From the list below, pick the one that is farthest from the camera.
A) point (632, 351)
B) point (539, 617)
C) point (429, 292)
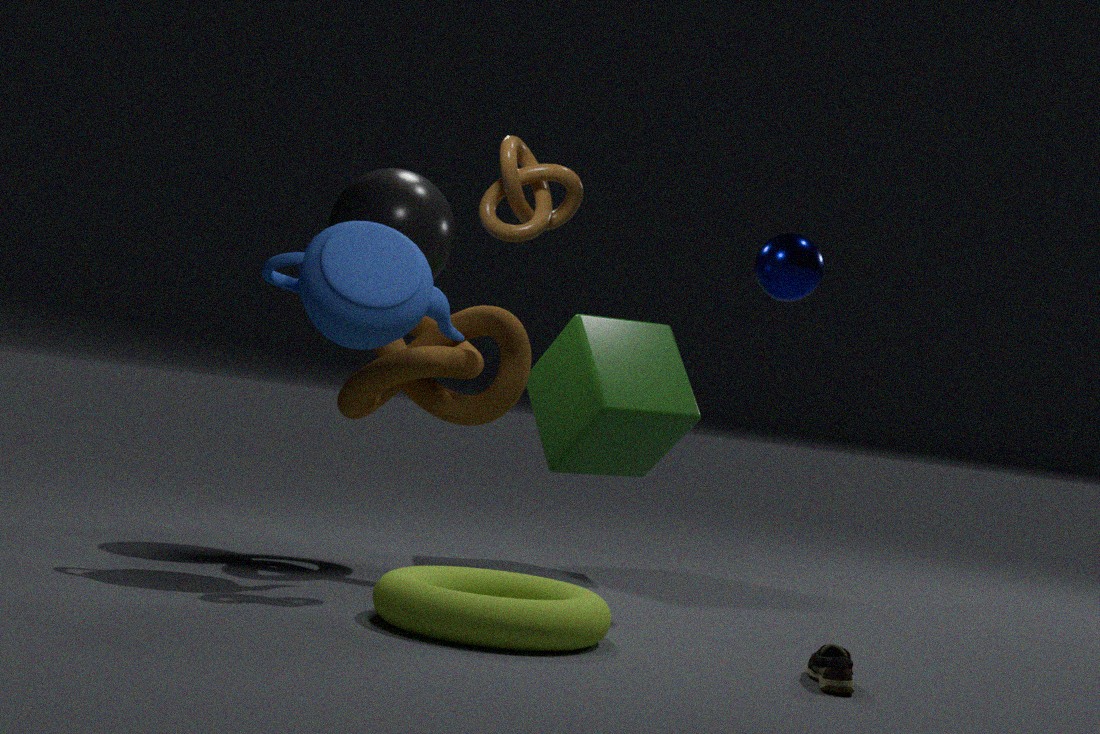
point (632, 351)
